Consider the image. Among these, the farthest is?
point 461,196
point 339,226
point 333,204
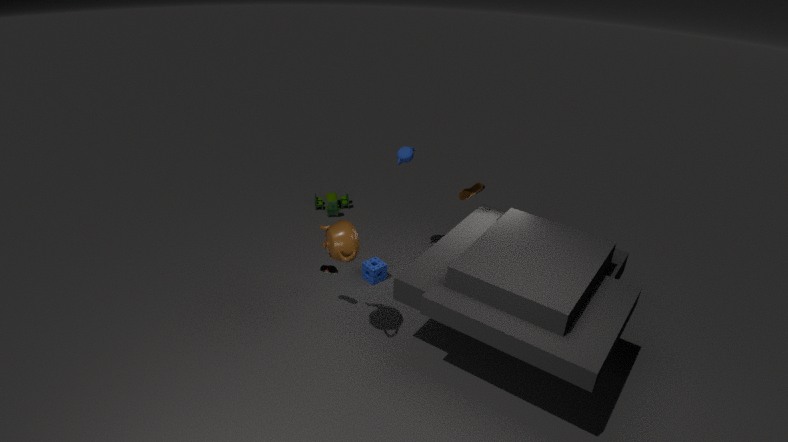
point 333,204
